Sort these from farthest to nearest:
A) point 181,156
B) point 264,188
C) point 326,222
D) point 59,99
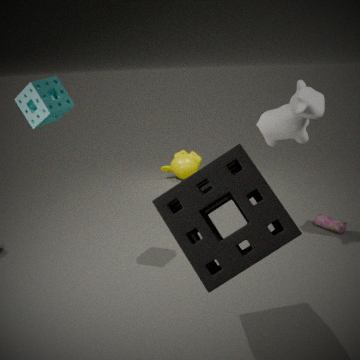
1. point 181,156
2. point 326,222
3. point 59,99
4. point 264,188
